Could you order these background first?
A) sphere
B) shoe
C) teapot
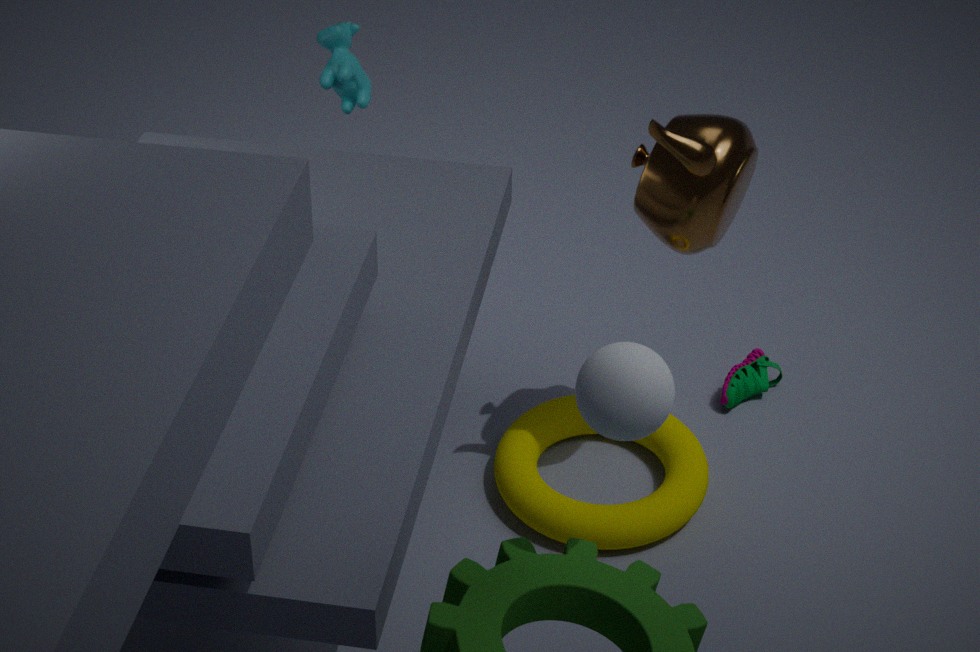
shoe
teapot
sphere
